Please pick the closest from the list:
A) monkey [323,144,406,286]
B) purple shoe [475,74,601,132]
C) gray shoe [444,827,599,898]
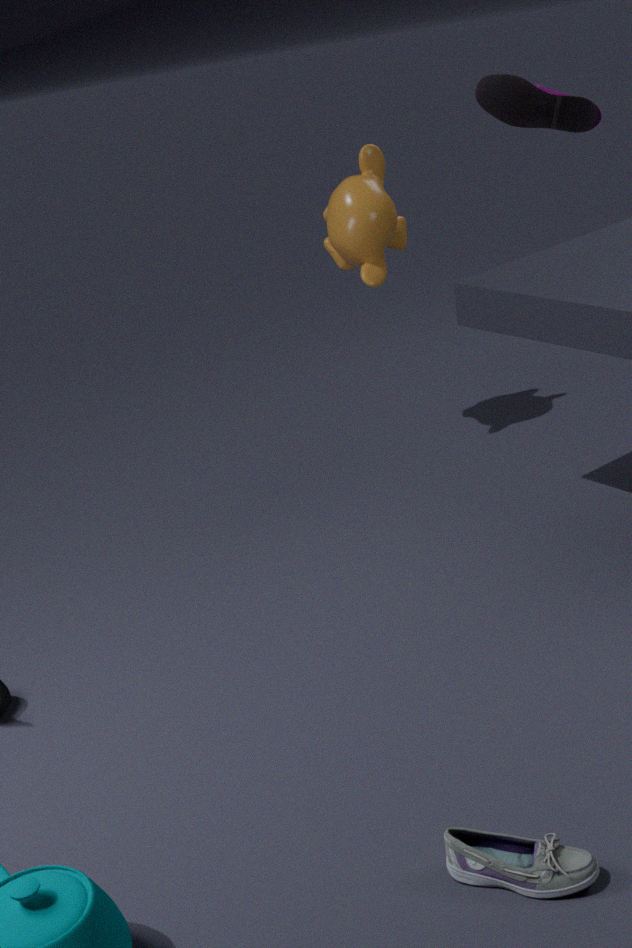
gray shoe [444,827,599,898]
